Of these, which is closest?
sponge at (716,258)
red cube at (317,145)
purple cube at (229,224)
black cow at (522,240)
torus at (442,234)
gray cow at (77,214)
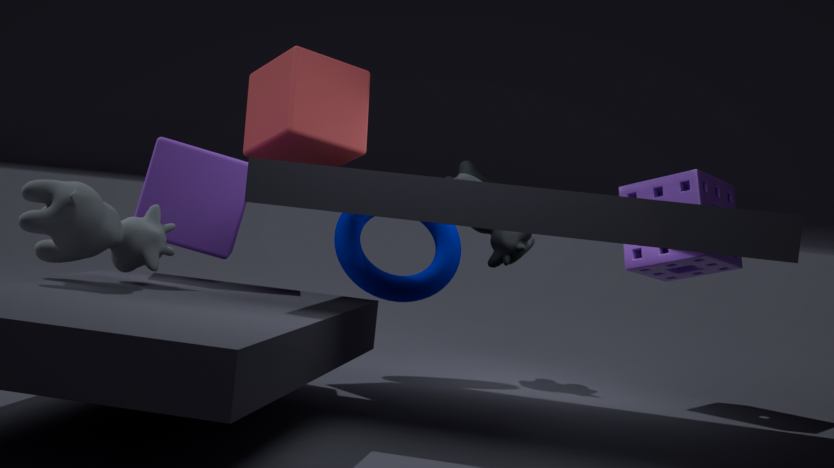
gray cow at (77,214)
